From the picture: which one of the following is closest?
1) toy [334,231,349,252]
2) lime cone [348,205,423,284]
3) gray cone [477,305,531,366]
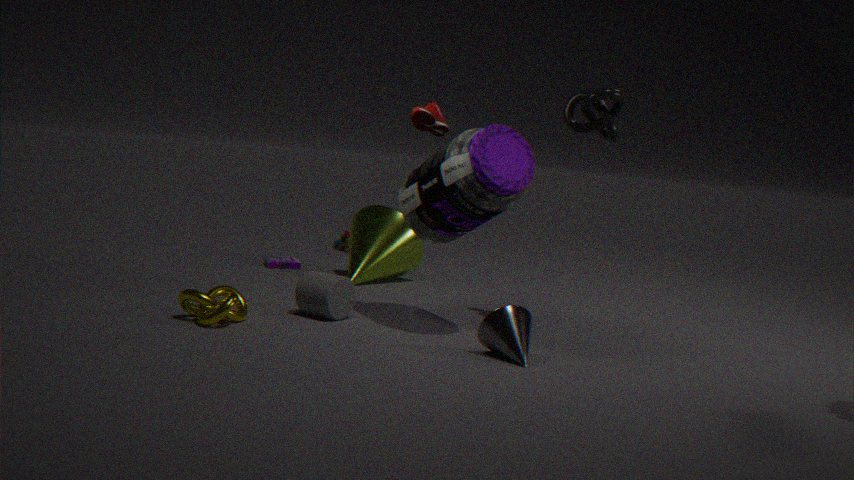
3. gray cone [477,305,531,366]
